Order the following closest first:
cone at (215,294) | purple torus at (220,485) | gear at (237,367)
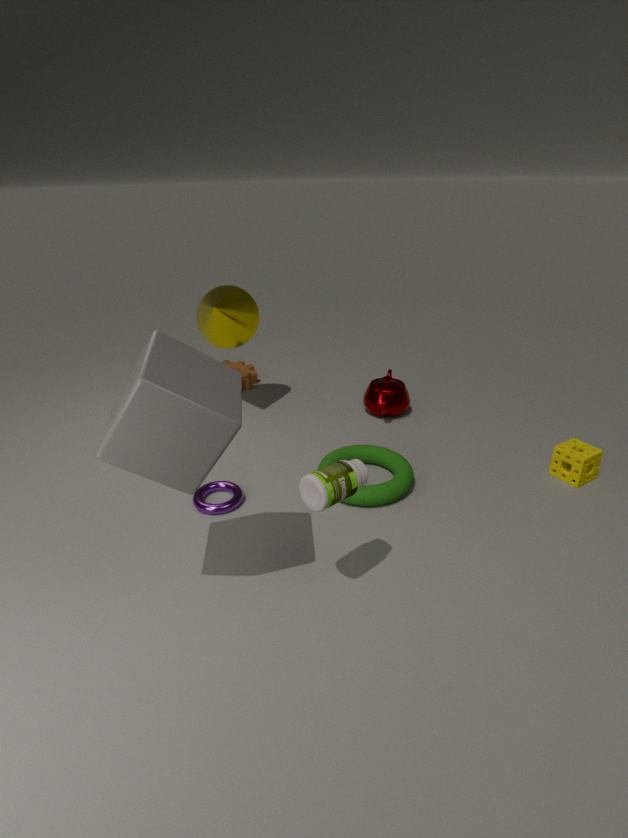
1. purple torus at (220,485)
2. cone at (215,294)
3. gear at (237,367)
